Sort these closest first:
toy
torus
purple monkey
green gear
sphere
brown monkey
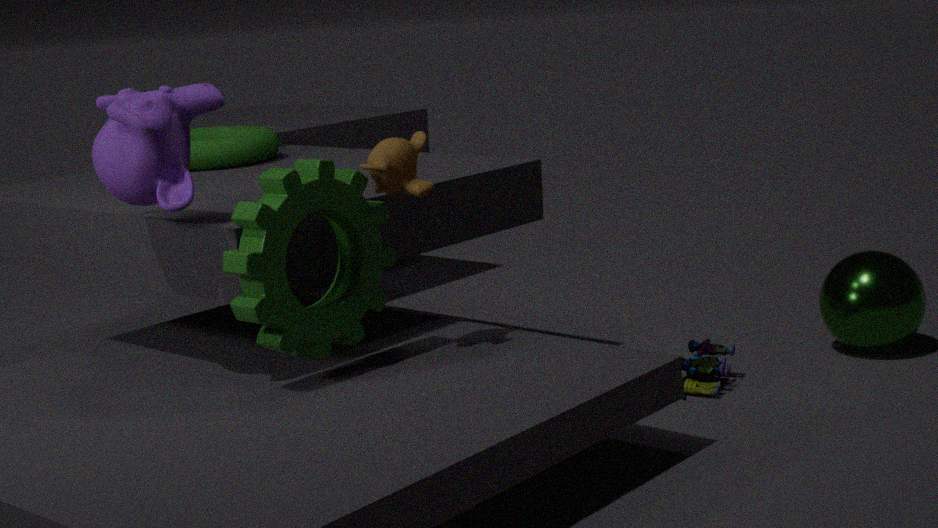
purple monkey < green gear < brown monkey < toy < sphere < torus
